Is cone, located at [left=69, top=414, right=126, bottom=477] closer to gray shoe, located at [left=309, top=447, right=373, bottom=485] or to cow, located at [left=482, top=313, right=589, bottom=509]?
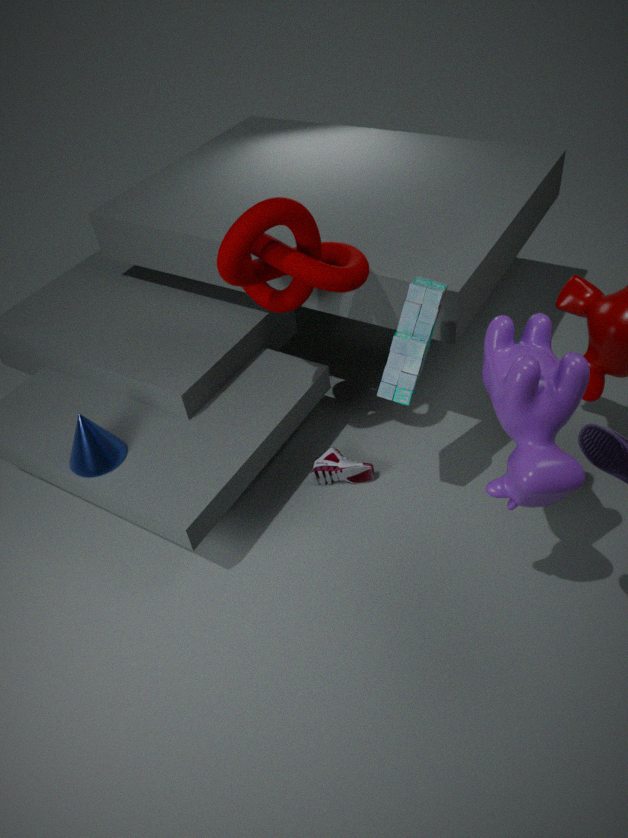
gray shoe, located at [left=309, top=447, right=373, bottom=485]
